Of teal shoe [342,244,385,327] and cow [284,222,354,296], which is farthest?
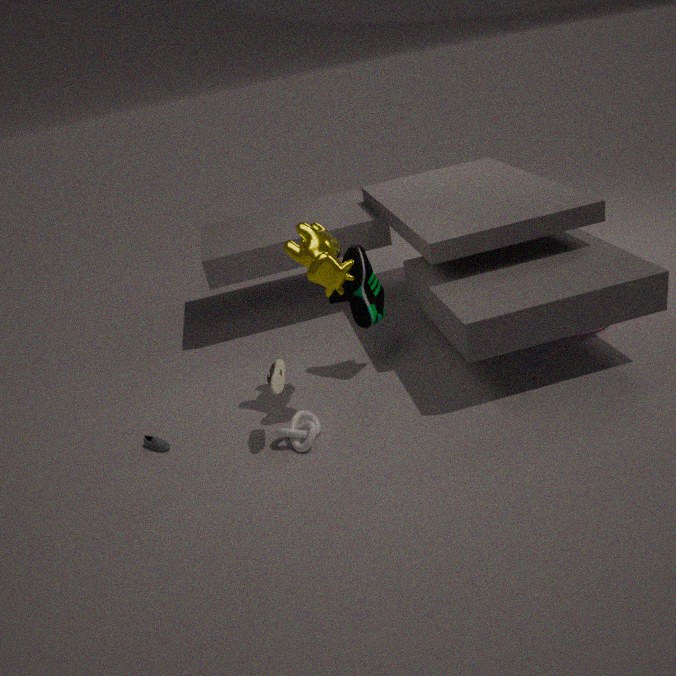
teal shoe [342,244,385,327]
